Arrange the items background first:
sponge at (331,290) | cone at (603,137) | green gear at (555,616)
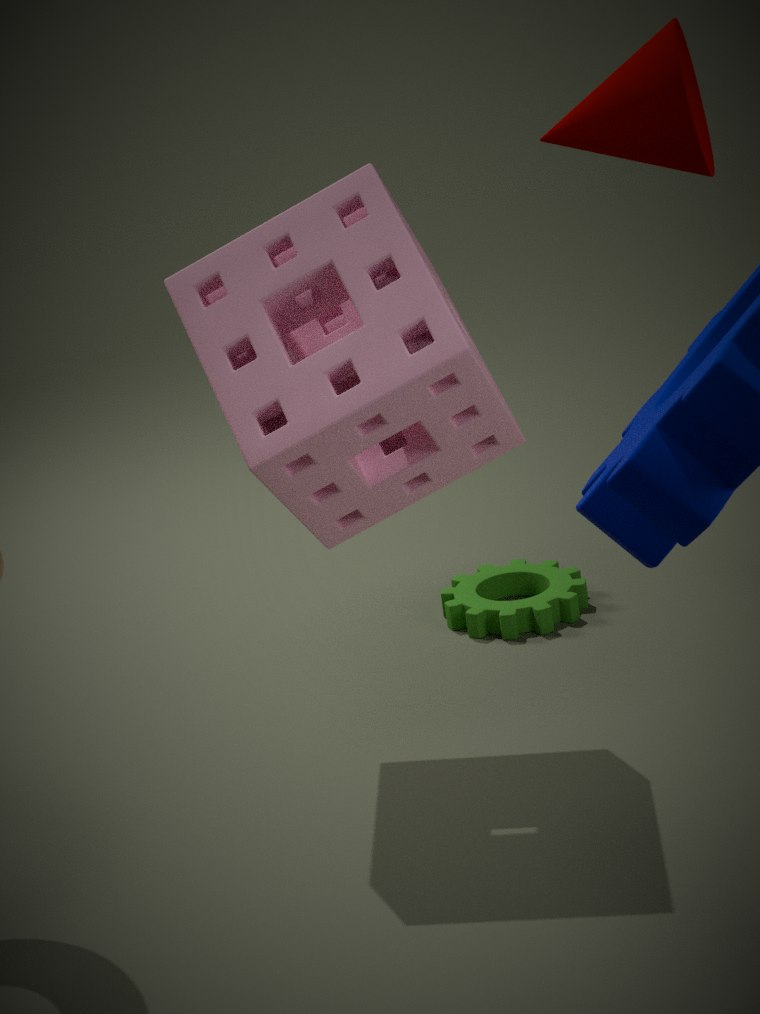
green gear at (555,616) < sponge at (331,290) < cone at (603,137)
